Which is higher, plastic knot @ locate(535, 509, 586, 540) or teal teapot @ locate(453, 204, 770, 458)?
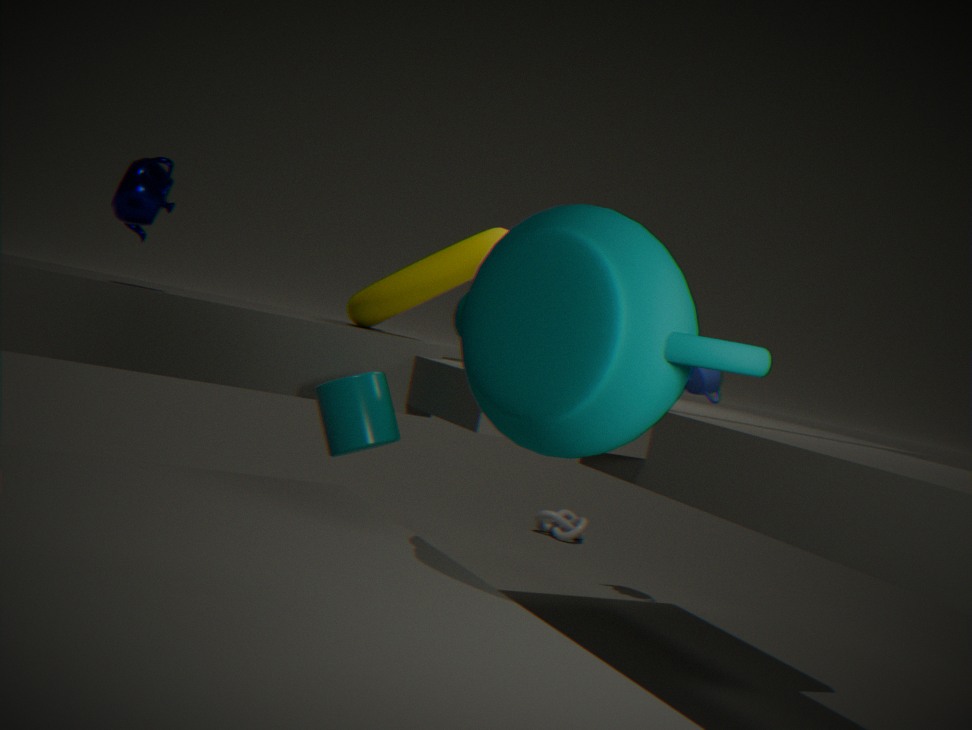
teal teapot @ locate(453, 204, 770, 458)
